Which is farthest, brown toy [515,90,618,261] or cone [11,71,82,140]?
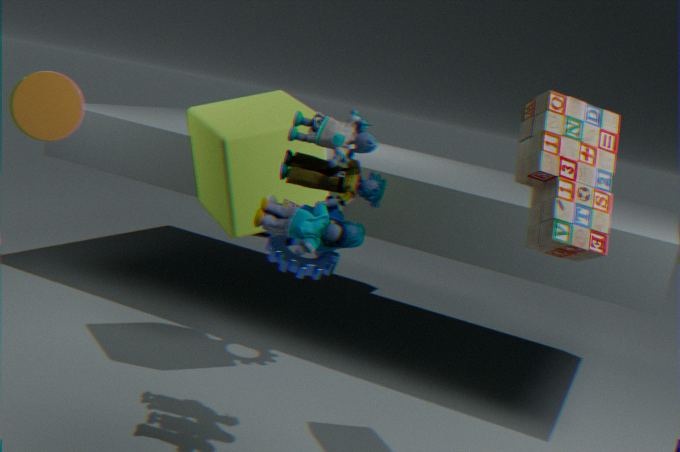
cone [11,71,82,140]
